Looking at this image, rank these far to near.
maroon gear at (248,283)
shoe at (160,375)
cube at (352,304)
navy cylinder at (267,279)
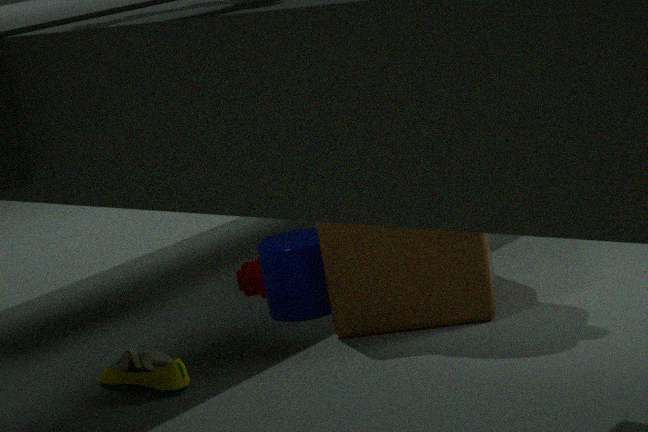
maroon gear at (248,283)
navy cylinder at (267,279)
cube at (352,304)
shoe at (160,375)
